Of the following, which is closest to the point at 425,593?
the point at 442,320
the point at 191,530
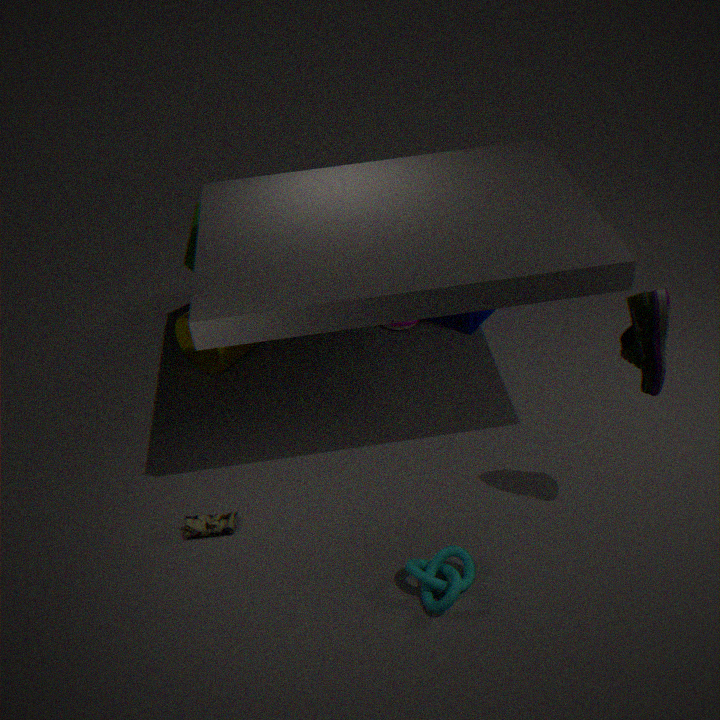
the point at 191,530
